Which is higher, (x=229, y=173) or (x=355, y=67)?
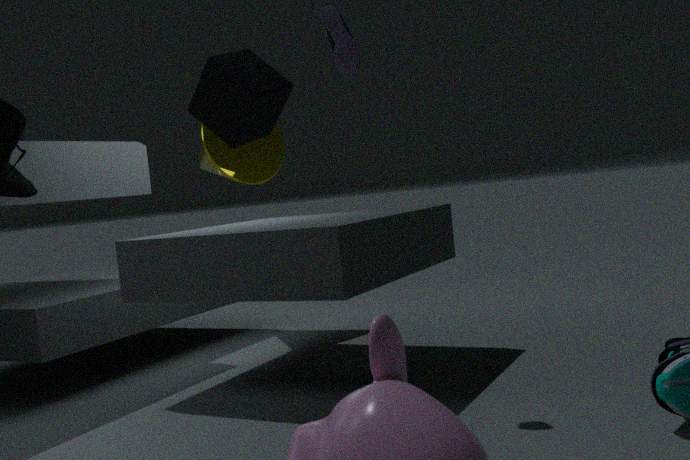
(x=355, y=67)
